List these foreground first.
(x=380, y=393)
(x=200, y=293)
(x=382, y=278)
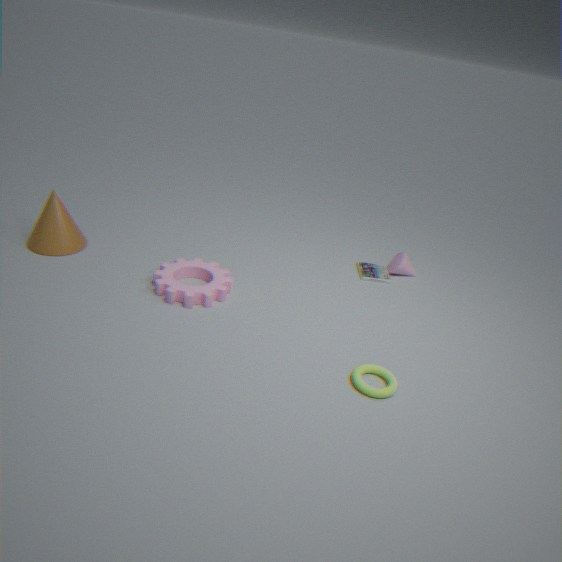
(x=380, y=393) → (x=200, y=293) → (x=382, y=278)
